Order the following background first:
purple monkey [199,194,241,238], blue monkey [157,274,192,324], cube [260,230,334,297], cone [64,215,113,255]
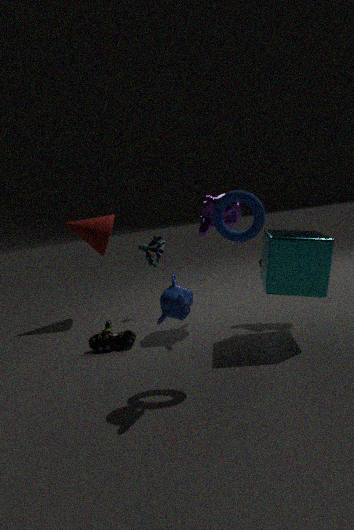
cone [64,215,113,255]
purple monkey [199,194,241,238]
cube [260,230,334,297]
blue monkey [157,274,192,324]
